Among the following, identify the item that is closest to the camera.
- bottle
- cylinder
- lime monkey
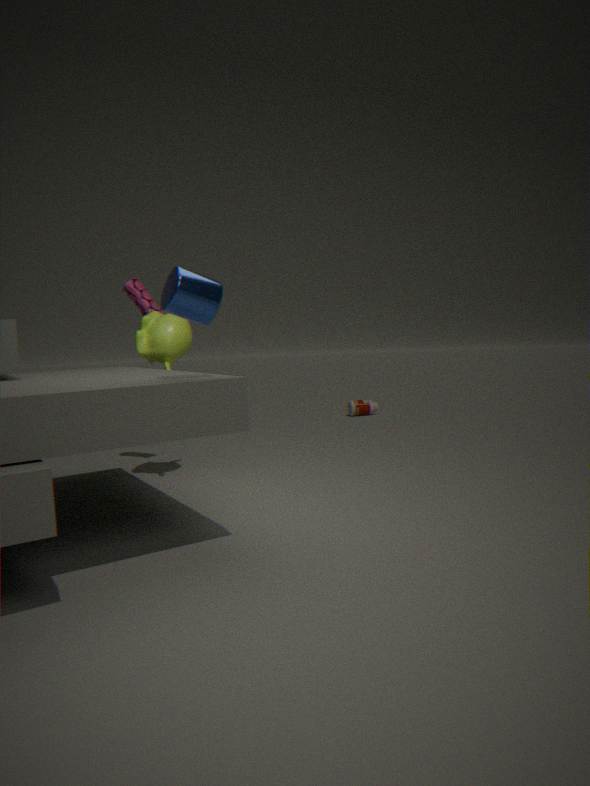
cylinder
